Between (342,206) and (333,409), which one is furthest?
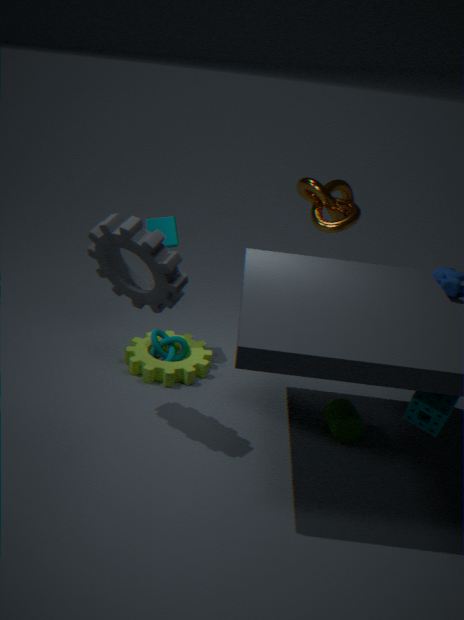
(342,206)
